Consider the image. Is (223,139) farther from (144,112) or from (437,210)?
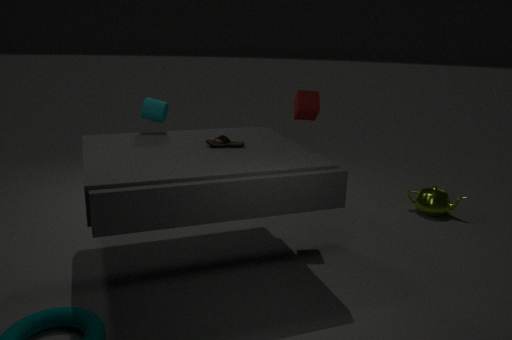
(437,210)
